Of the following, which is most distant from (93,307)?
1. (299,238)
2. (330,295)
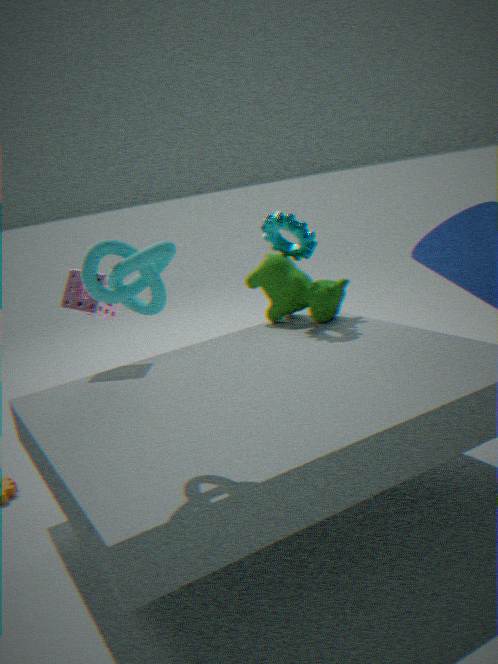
(330,295)
